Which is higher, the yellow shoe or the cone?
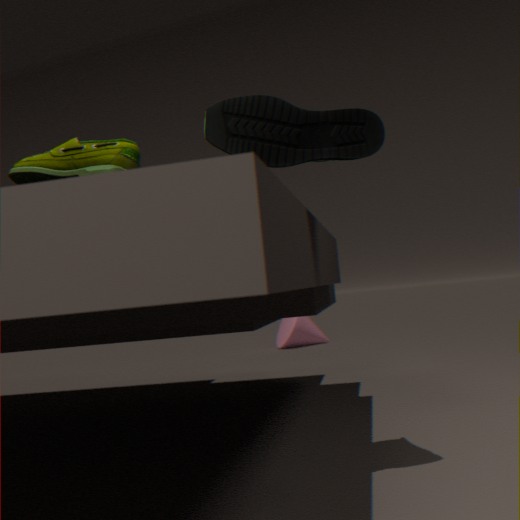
the yellow shoe
